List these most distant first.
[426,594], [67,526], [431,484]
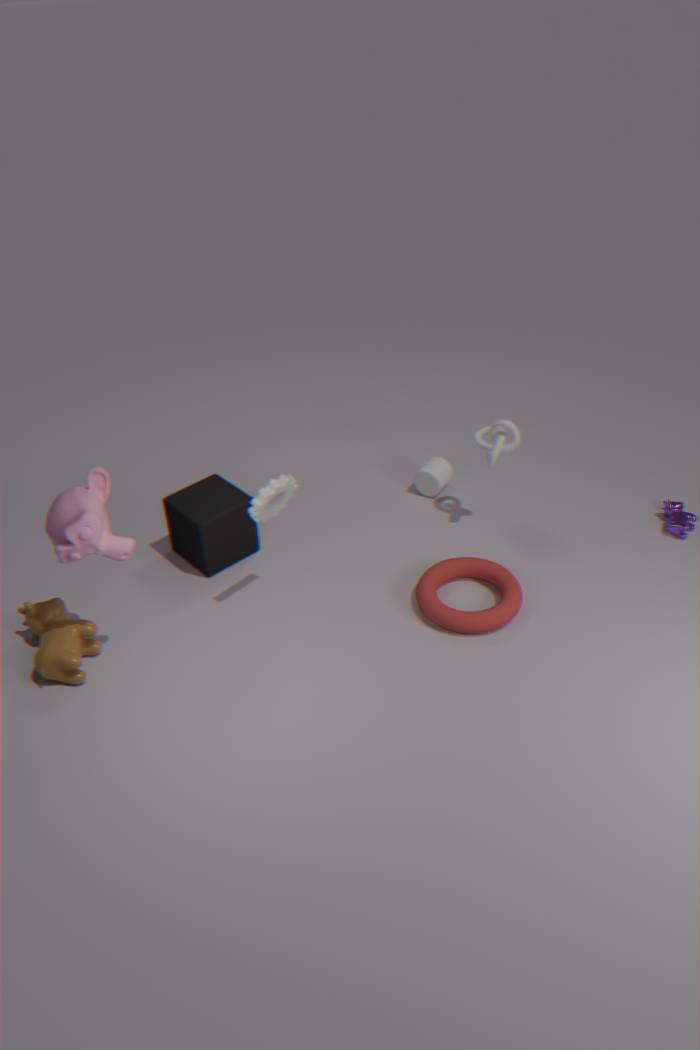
[431,484] → [426,594] → [67,526]
